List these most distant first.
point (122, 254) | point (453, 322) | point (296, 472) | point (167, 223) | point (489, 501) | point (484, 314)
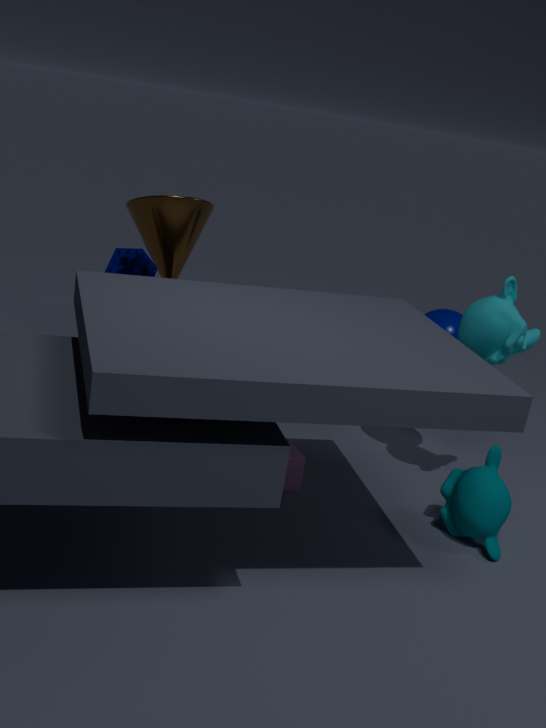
point (122, 254)
point (453, 322)
point (167, 223)
point (296, 472)
point (484, 314)
point (489, 501)
